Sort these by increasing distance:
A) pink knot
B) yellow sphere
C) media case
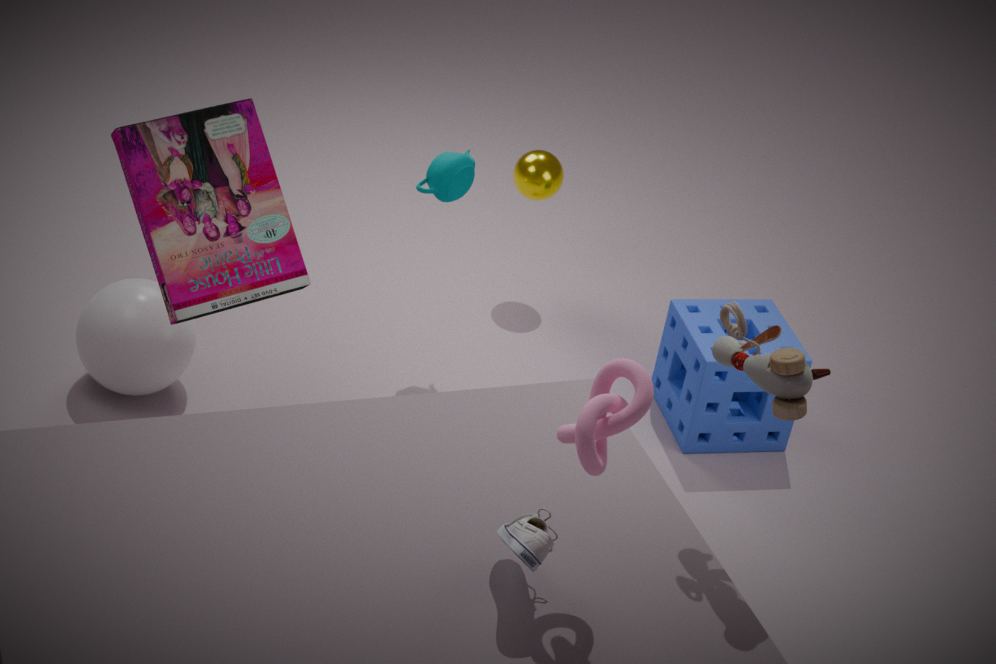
pink knot → media case → yellow sphere
